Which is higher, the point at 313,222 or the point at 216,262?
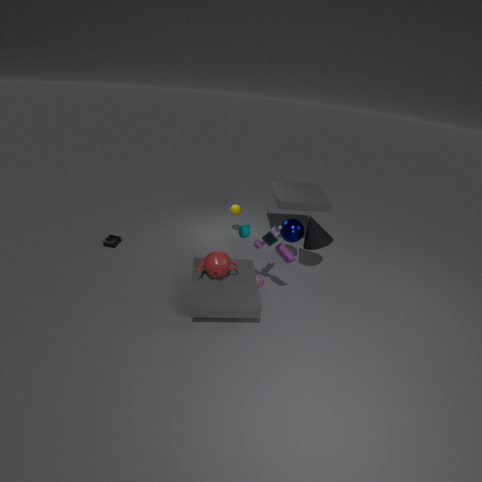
the point at 313,222
